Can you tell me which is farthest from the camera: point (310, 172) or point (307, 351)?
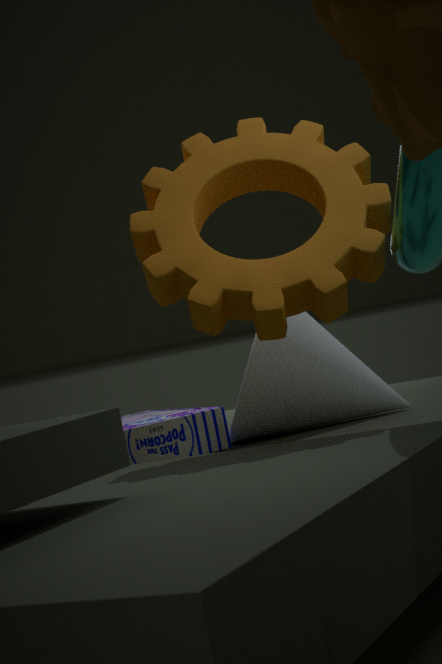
point (307, 351)
